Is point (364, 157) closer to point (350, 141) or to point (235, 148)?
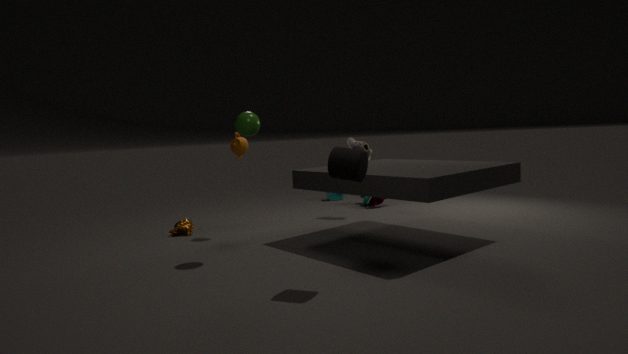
point (235, 148)
